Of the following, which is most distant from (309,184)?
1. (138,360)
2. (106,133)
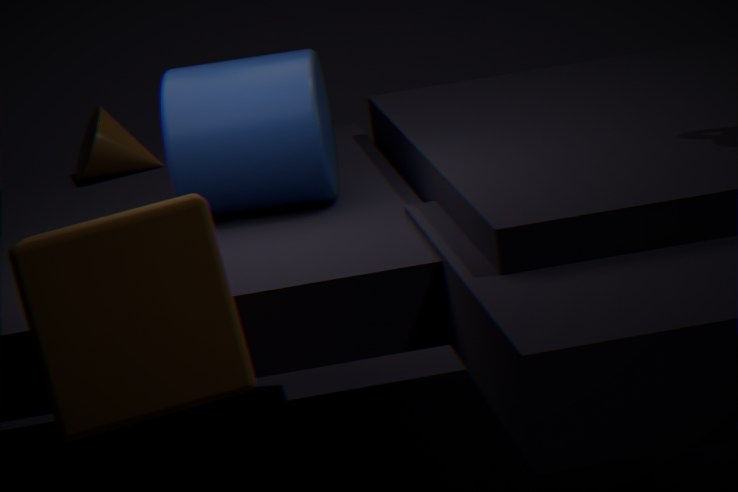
(138,360)
